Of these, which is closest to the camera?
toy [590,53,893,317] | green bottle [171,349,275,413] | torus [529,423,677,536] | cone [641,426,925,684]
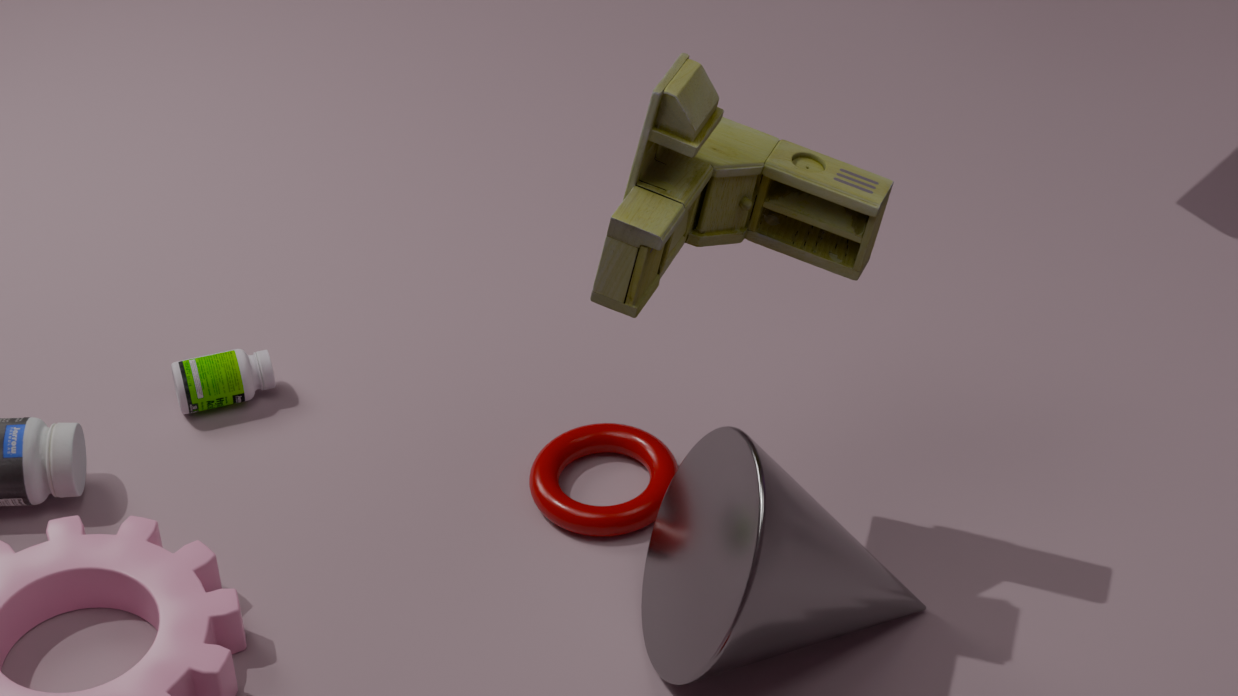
toy [590,53,893,317]
